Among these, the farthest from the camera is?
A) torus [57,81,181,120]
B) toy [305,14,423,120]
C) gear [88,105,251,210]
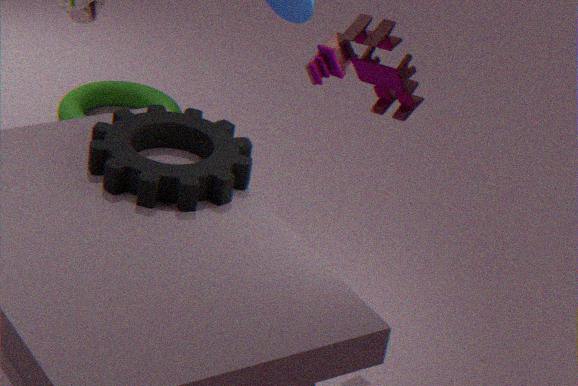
torus [57,81,181,120]
